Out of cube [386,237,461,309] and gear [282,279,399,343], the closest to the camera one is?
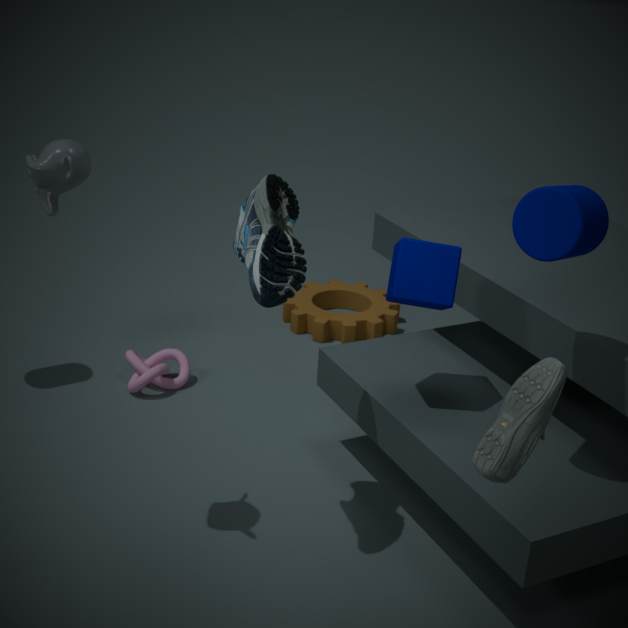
cube [386,237,461,309]
